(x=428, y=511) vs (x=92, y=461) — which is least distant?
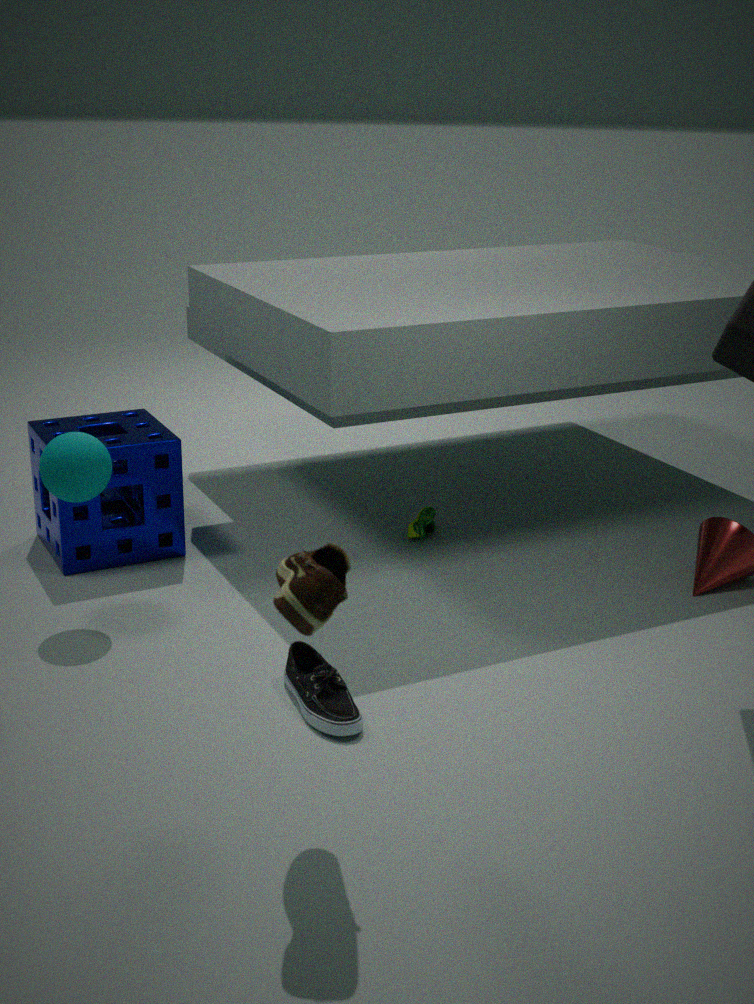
(x=92, y=461)
